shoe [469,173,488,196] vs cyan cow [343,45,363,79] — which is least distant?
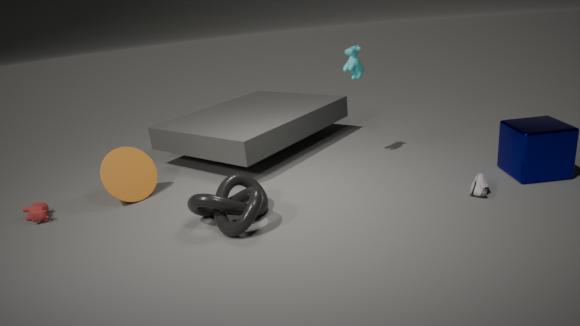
shoe [469,173,488,196]
